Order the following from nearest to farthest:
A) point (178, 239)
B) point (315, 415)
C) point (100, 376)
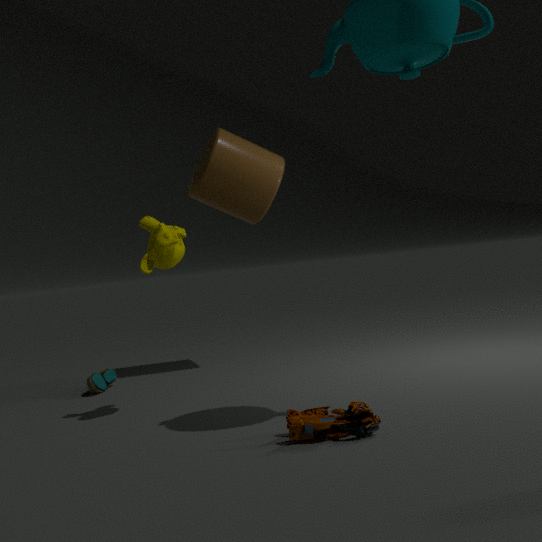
point (315, 415) < point (178, 239) < point (100, 376)
